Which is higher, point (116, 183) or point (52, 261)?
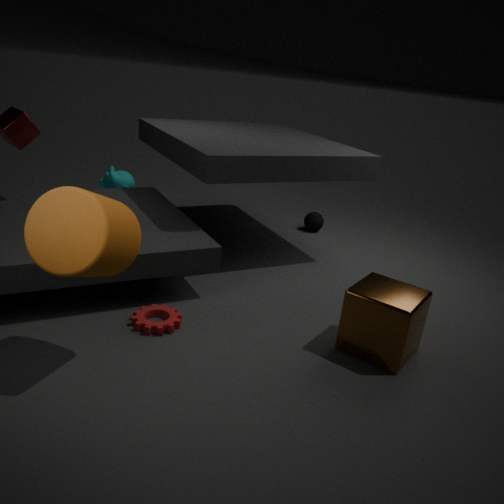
point (52, 261)
